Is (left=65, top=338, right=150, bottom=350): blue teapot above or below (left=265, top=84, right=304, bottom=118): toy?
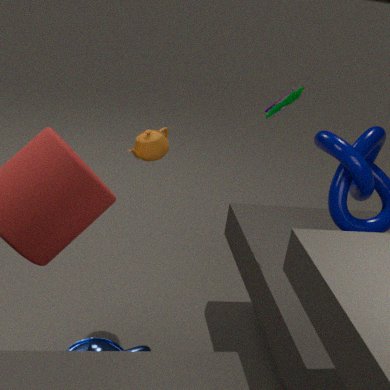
below
